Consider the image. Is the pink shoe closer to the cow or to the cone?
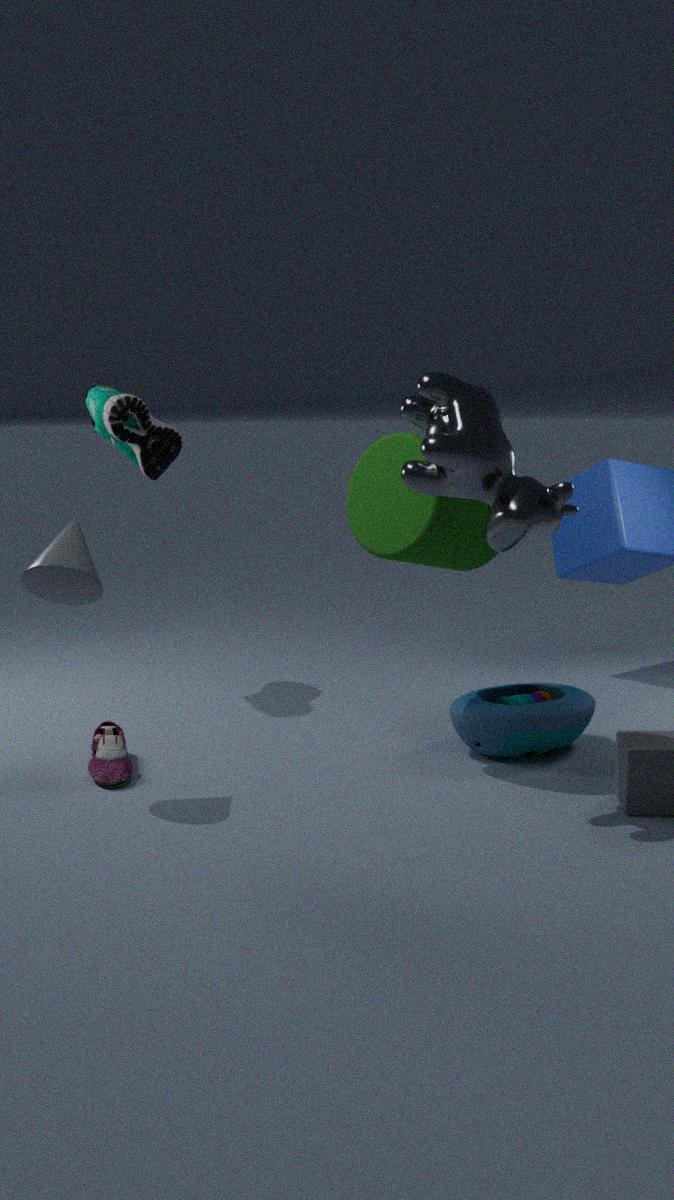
the cone
